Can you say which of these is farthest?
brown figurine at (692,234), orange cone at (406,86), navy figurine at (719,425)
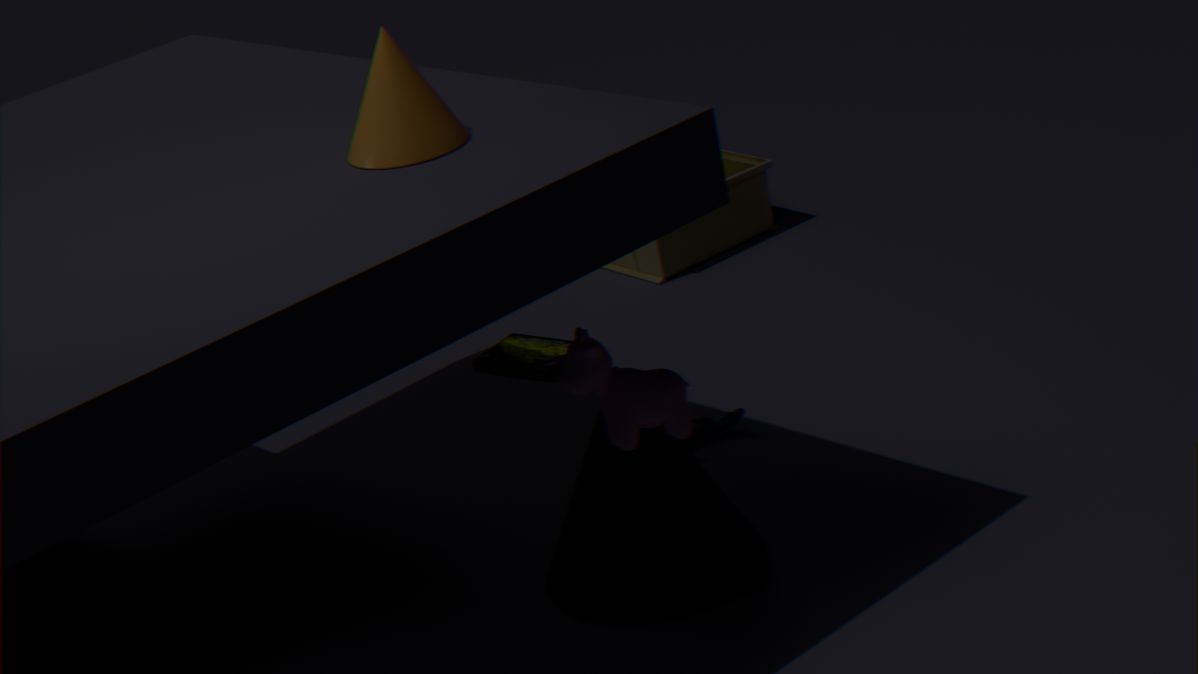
brown figurine at (692,234)
